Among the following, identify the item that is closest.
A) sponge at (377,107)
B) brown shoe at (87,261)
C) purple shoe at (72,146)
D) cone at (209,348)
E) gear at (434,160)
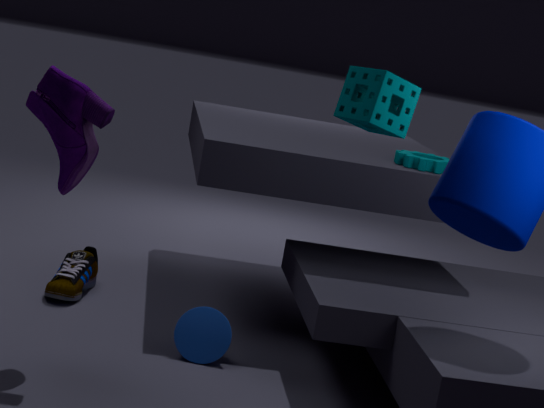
sponge at (377,107)
